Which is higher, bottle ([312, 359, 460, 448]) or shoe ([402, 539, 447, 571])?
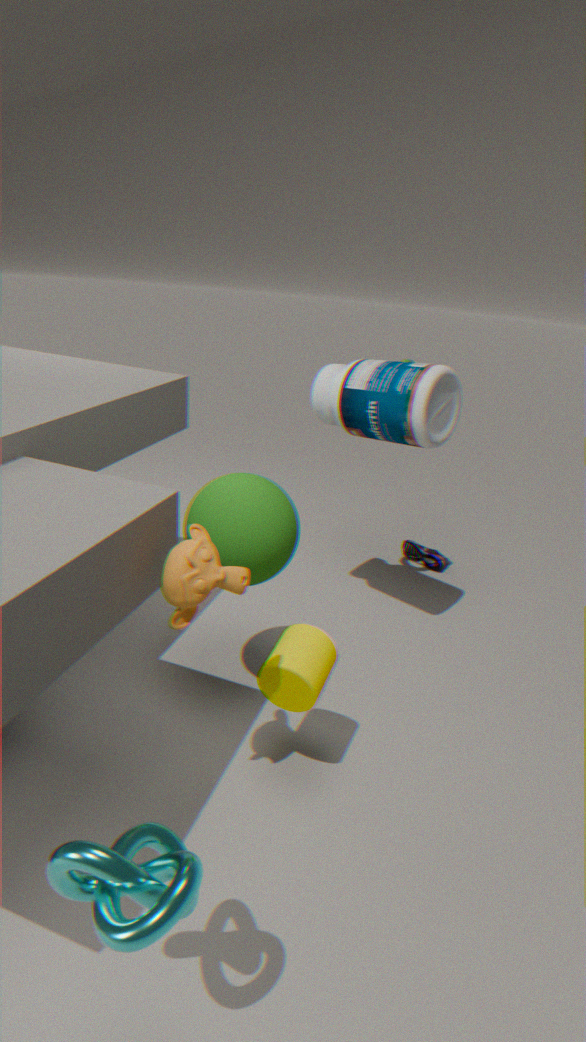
bottle ([312, 359, 460, 448])
